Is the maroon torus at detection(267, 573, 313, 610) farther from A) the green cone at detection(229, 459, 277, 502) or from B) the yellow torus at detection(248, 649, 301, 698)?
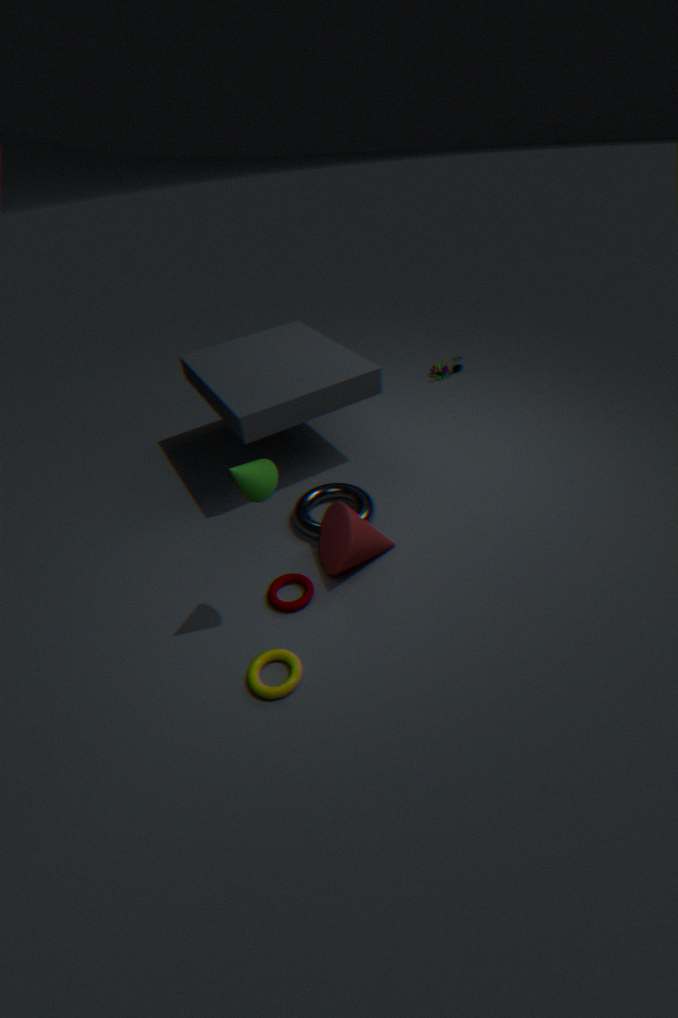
A) the green cone at detection(229, 459, 277, 502)
